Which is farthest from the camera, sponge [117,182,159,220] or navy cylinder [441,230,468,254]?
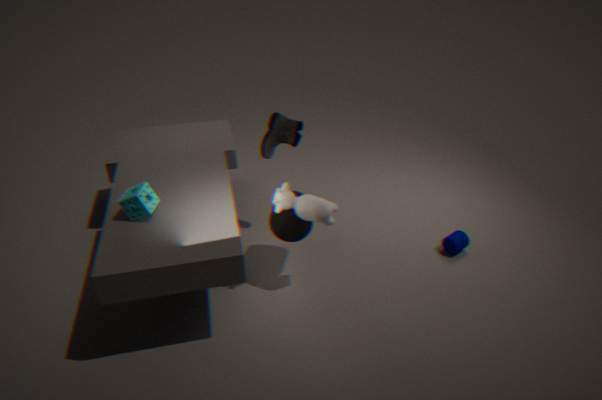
navy cylinder [441,230,468,254]
